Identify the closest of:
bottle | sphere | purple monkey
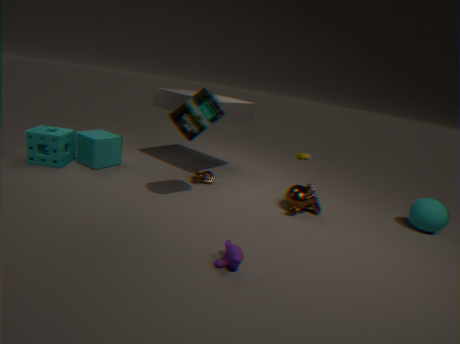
purple monkey
